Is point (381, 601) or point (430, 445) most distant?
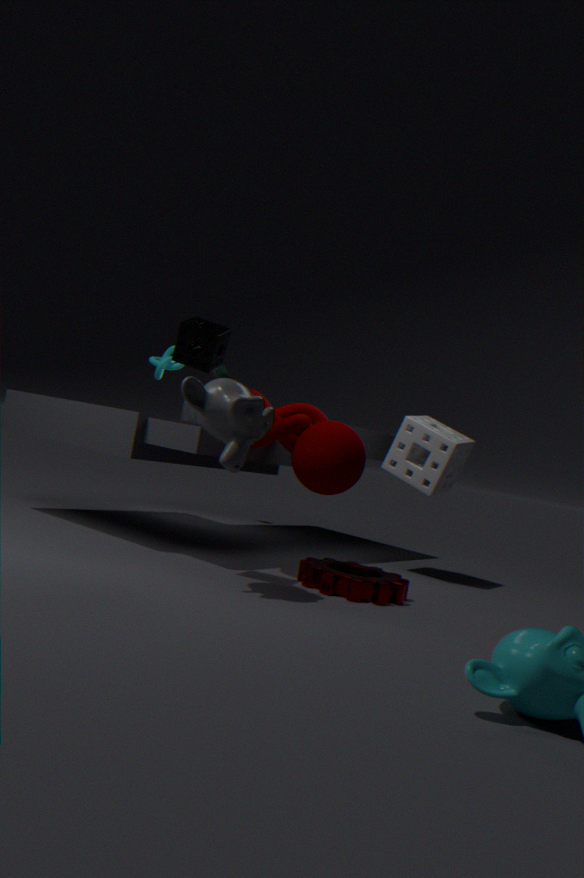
point (430, 445)
